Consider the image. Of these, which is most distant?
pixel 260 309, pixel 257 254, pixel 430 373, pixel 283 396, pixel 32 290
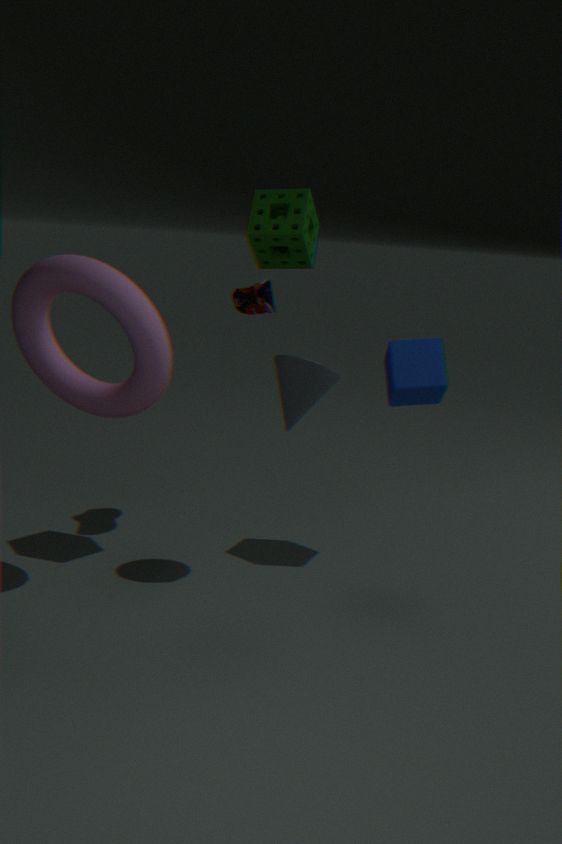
pixel 260 309
